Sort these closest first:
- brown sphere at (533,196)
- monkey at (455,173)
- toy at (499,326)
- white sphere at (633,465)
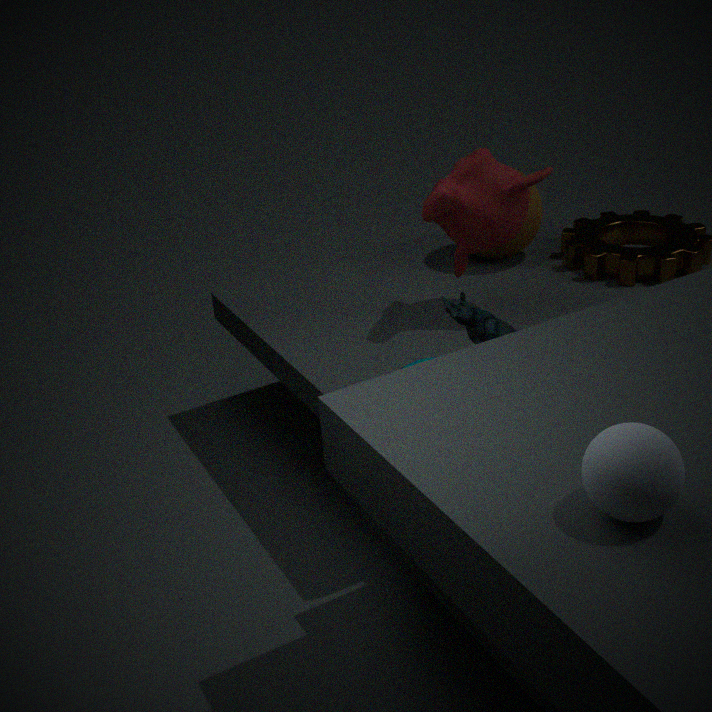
white sphere at (633,465) < toy at (499,326) < monkey at (455,173) < brown sphere at (533,196)
